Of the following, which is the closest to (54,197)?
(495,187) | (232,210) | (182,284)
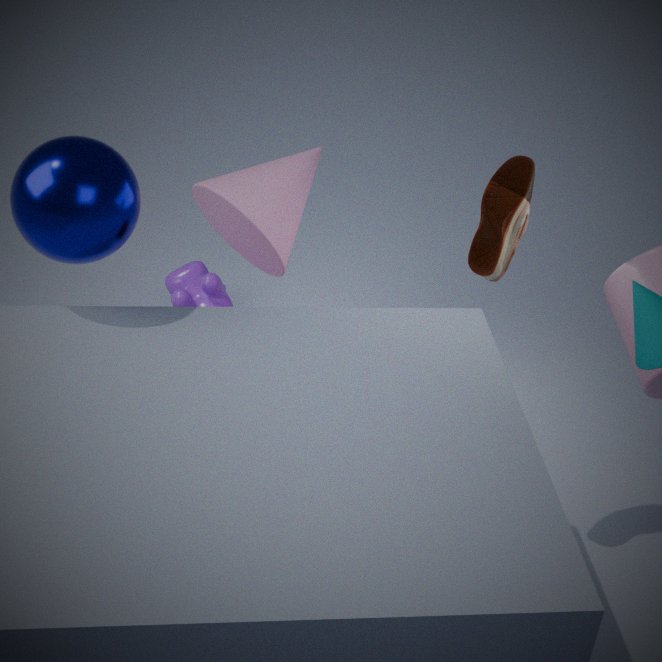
(232,210)
